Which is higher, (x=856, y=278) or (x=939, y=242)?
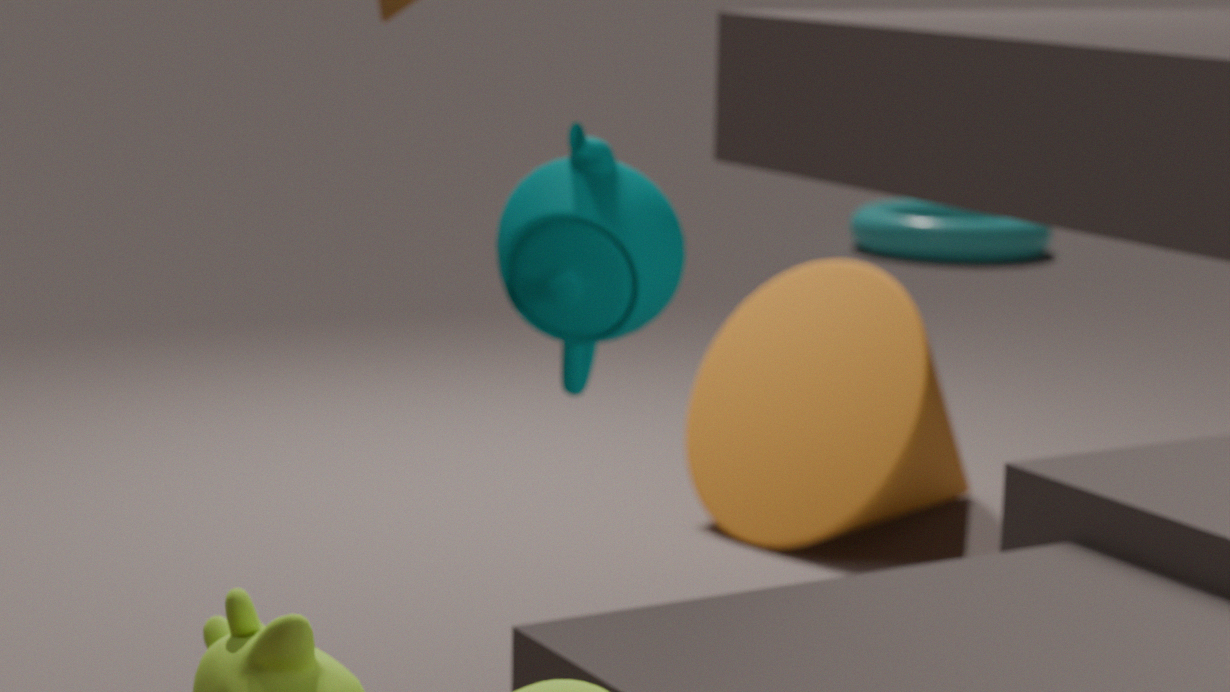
(x=856, y=278)
